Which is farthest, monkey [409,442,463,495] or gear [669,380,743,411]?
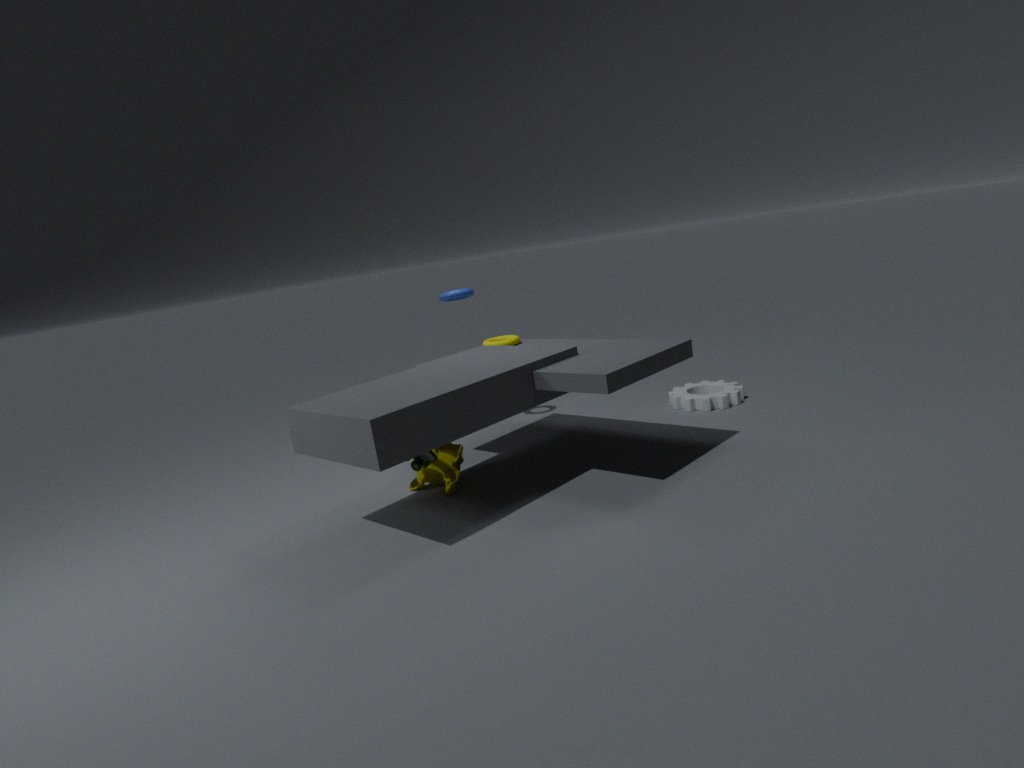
gear [669,380,743,411]
